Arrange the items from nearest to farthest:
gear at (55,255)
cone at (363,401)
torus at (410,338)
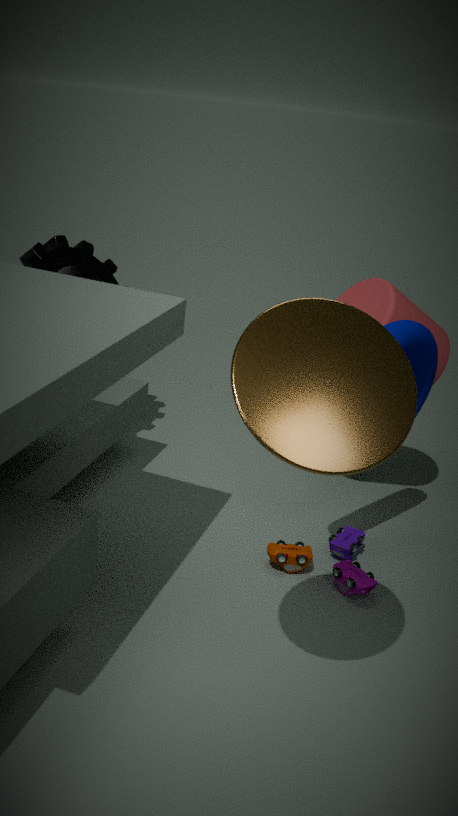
cone at (363,401) → torus at (410,338) → gear at (55,255)
